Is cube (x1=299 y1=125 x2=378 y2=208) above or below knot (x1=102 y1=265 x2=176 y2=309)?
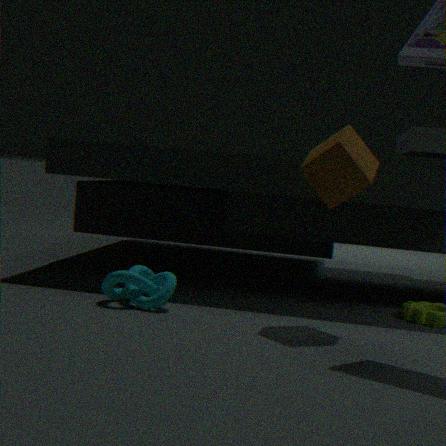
above
